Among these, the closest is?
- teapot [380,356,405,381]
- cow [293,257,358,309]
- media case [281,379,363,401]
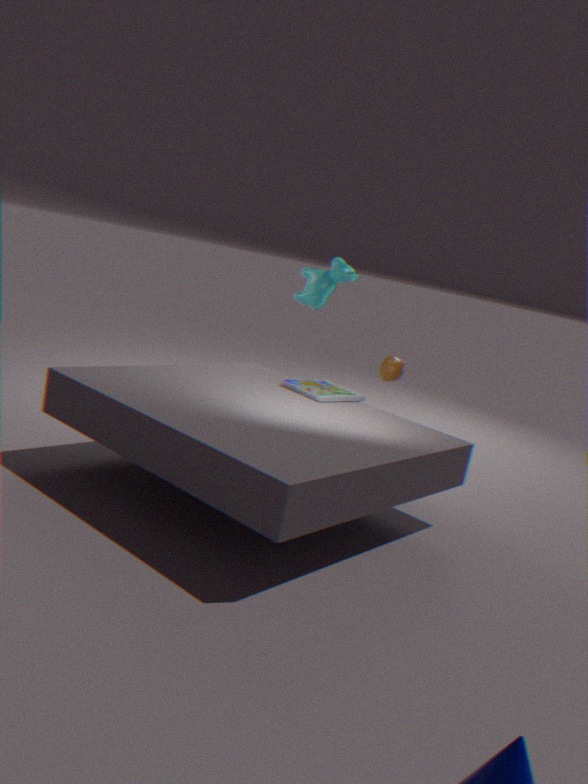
media case [281,379,363,401]
